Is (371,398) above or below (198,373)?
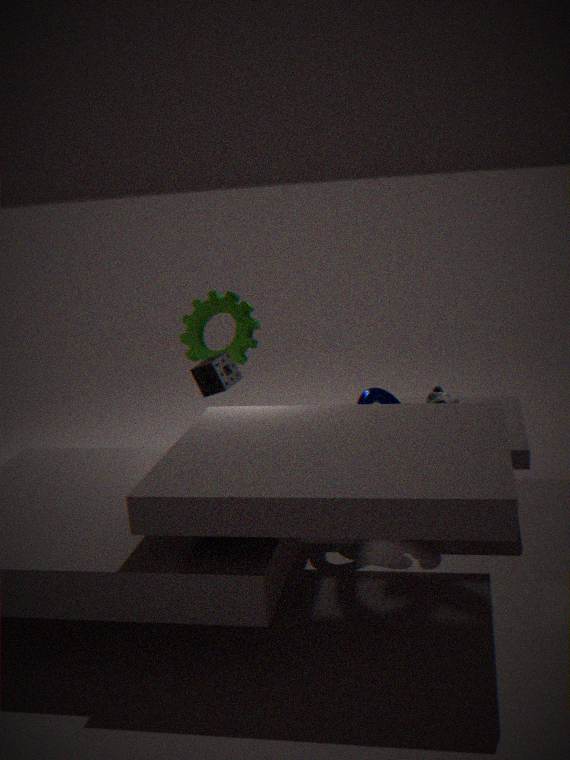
below
